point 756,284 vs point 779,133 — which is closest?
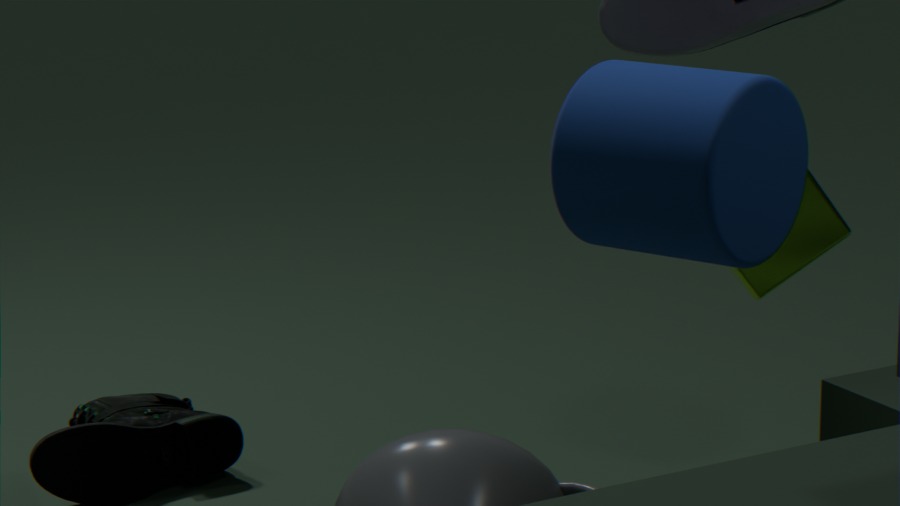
point 779,133
